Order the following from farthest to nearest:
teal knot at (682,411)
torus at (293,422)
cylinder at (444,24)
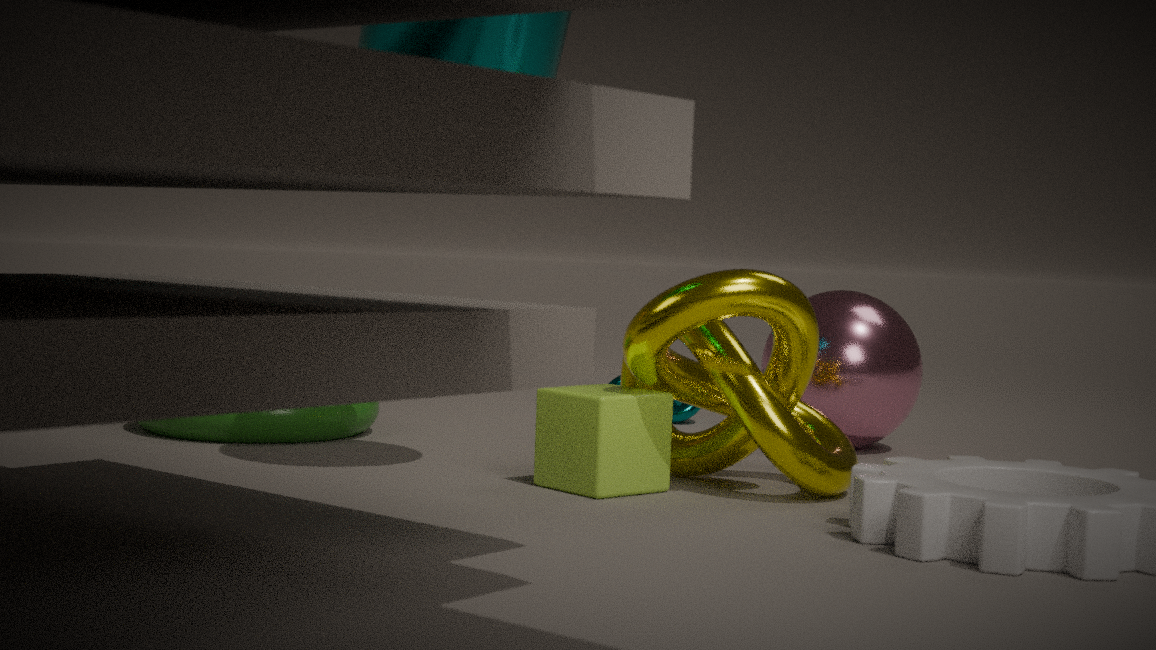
teal knot at (682,411), torus at (293,422), cylinder at (444,24)
